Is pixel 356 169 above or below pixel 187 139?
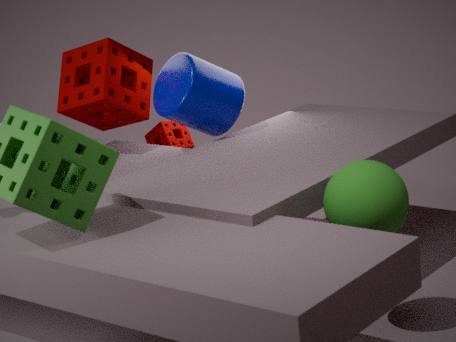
above
